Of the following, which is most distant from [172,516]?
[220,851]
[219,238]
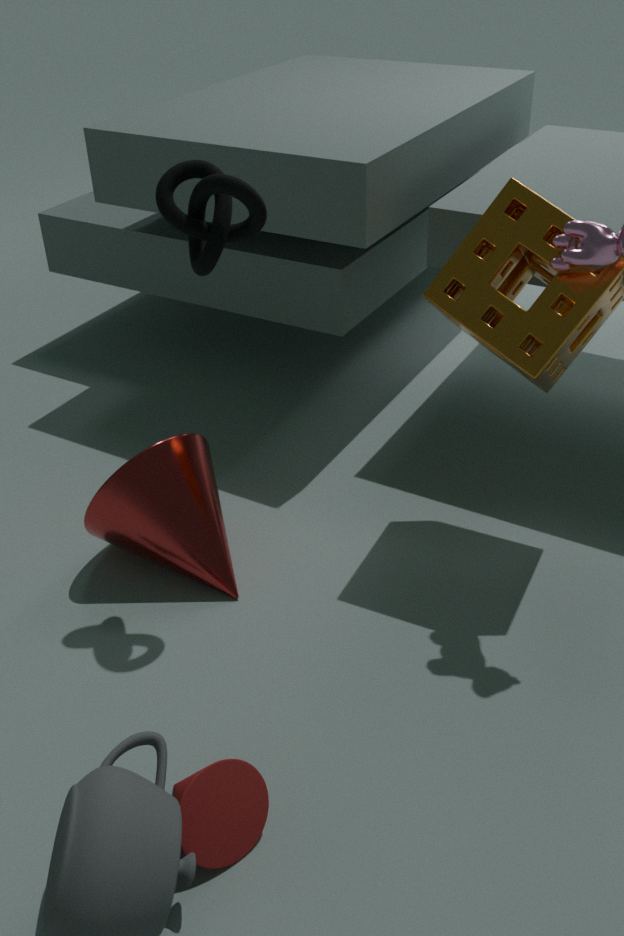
[220,851]
